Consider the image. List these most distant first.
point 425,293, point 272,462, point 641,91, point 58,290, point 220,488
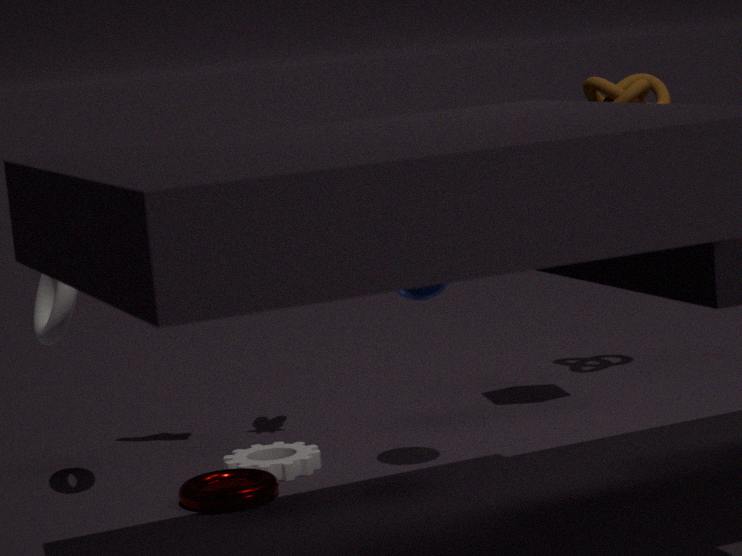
point 641,91 < point 272,462 < point 220,488 < point 425,293 < point 58,290
